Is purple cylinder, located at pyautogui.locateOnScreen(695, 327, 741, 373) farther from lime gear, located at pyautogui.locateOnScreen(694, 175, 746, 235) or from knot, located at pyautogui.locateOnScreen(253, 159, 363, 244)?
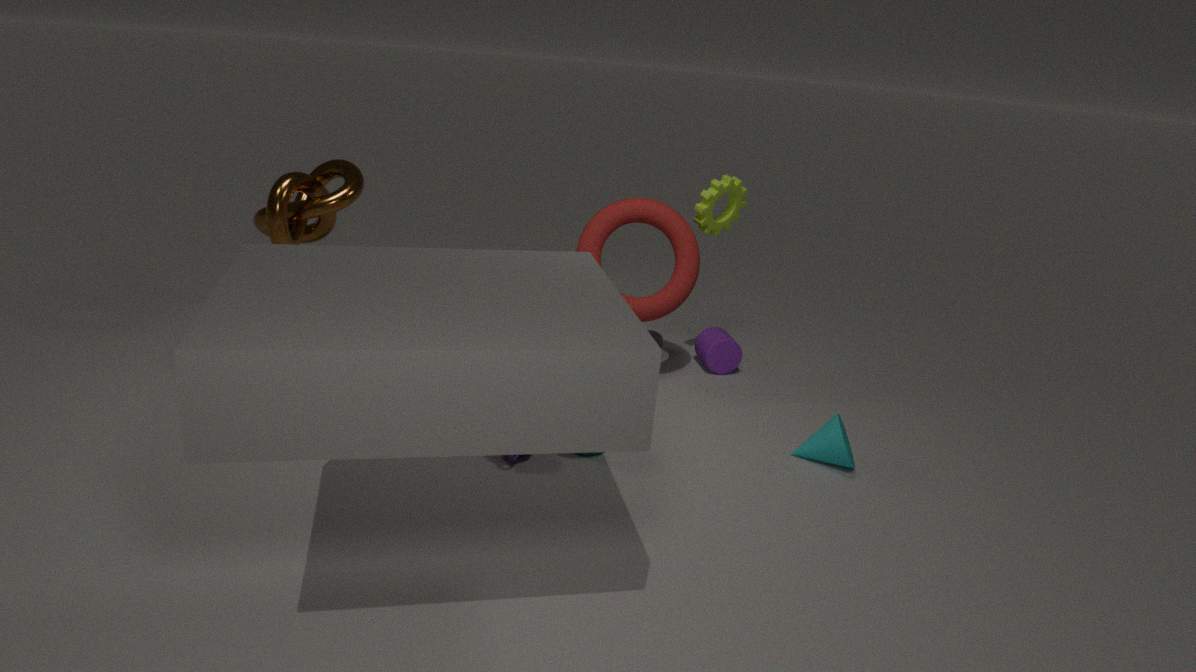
knot, located at pyautogui.locateOnScreen(253, 159, 363, 244)
